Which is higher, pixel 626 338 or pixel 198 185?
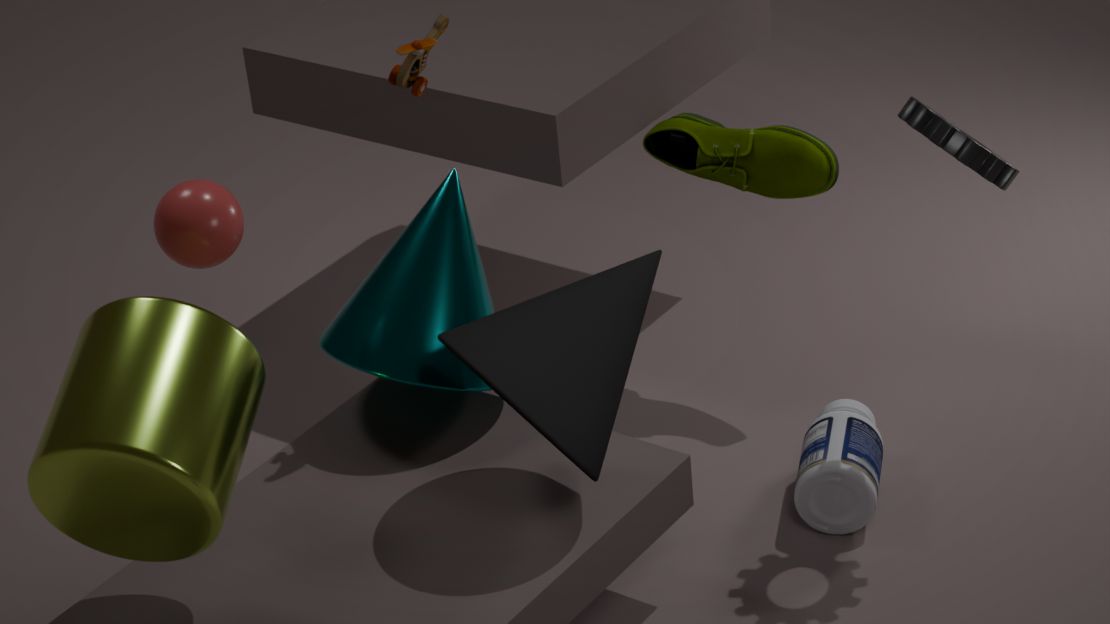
pixel 198 185
